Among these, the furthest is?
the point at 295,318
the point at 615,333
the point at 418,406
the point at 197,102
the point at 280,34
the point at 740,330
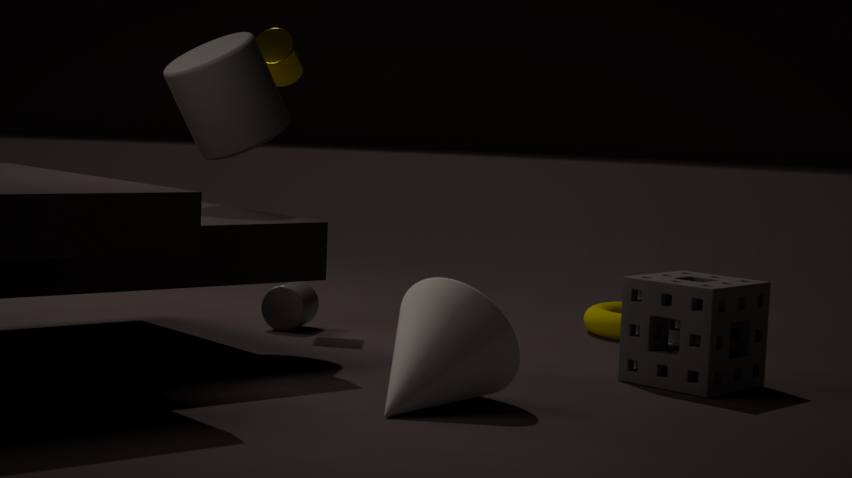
the point at 280,34
